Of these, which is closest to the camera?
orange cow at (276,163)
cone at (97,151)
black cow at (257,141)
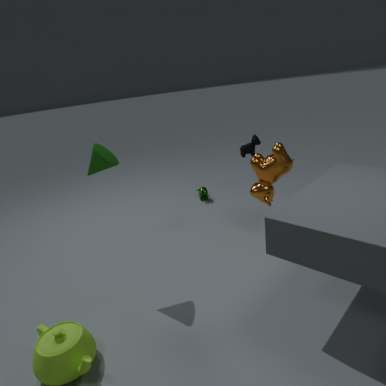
cone at (97,151)
